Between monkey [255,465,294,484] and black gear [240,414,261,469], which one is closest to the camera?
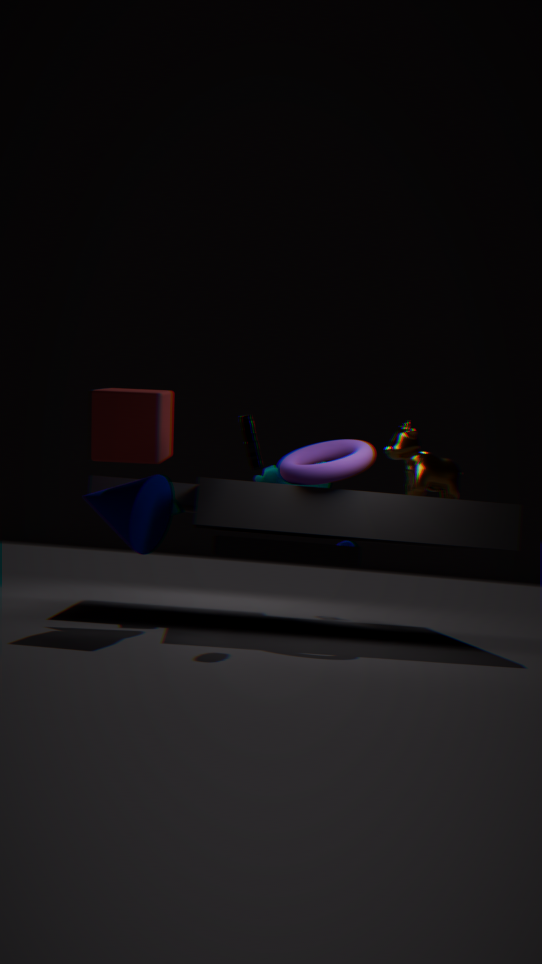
black gear [240,414,261,469]
